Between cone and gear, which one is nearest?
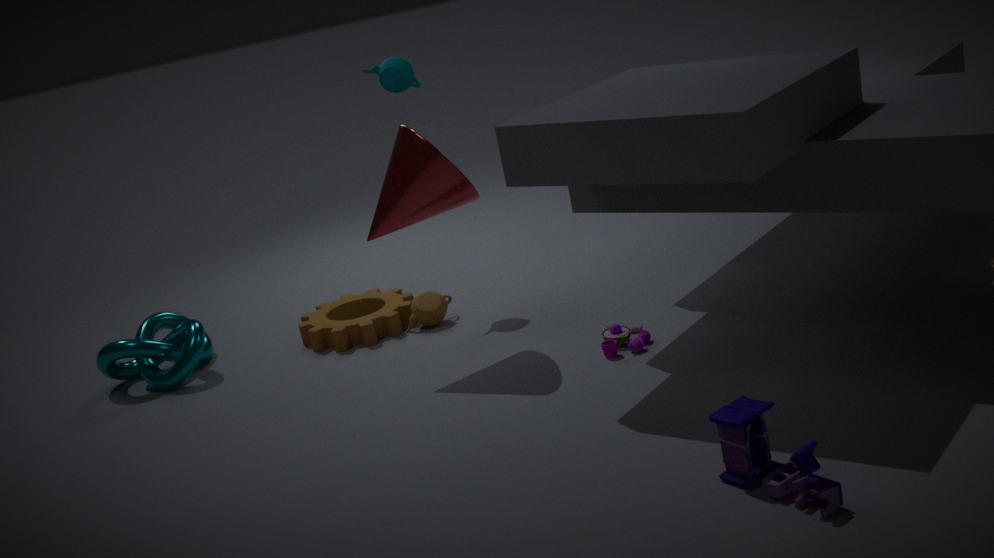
cone
